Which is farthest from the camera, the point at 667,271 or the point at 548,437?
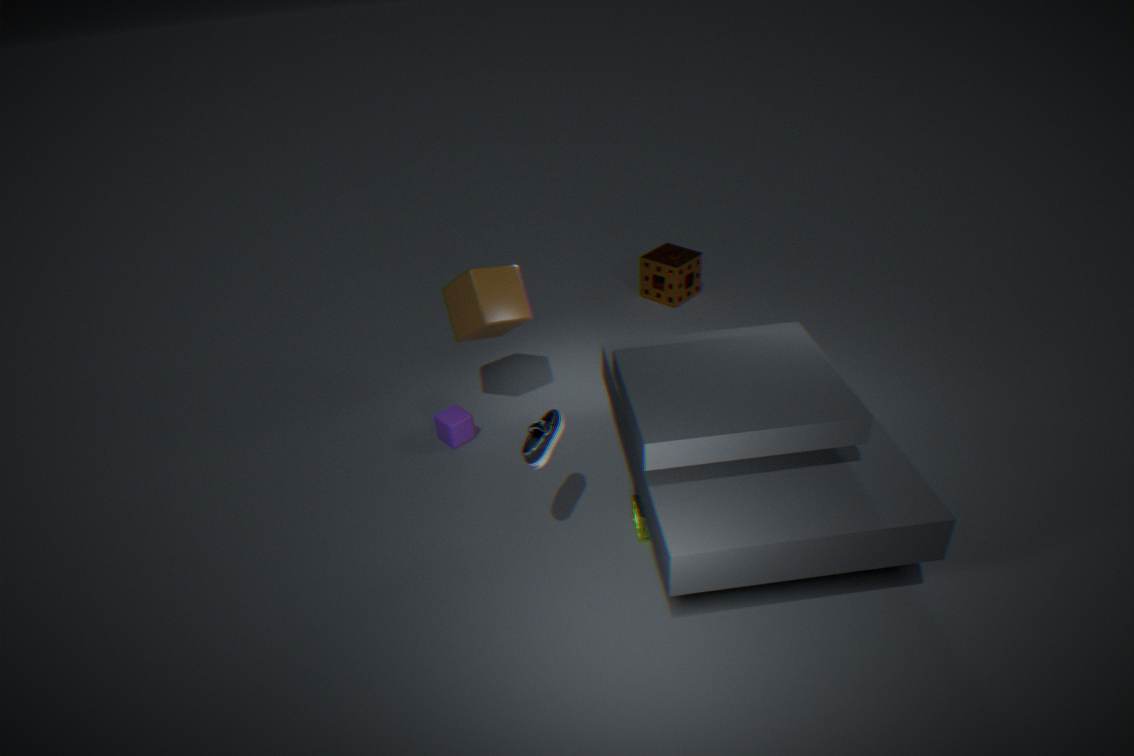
the point at 667,271
